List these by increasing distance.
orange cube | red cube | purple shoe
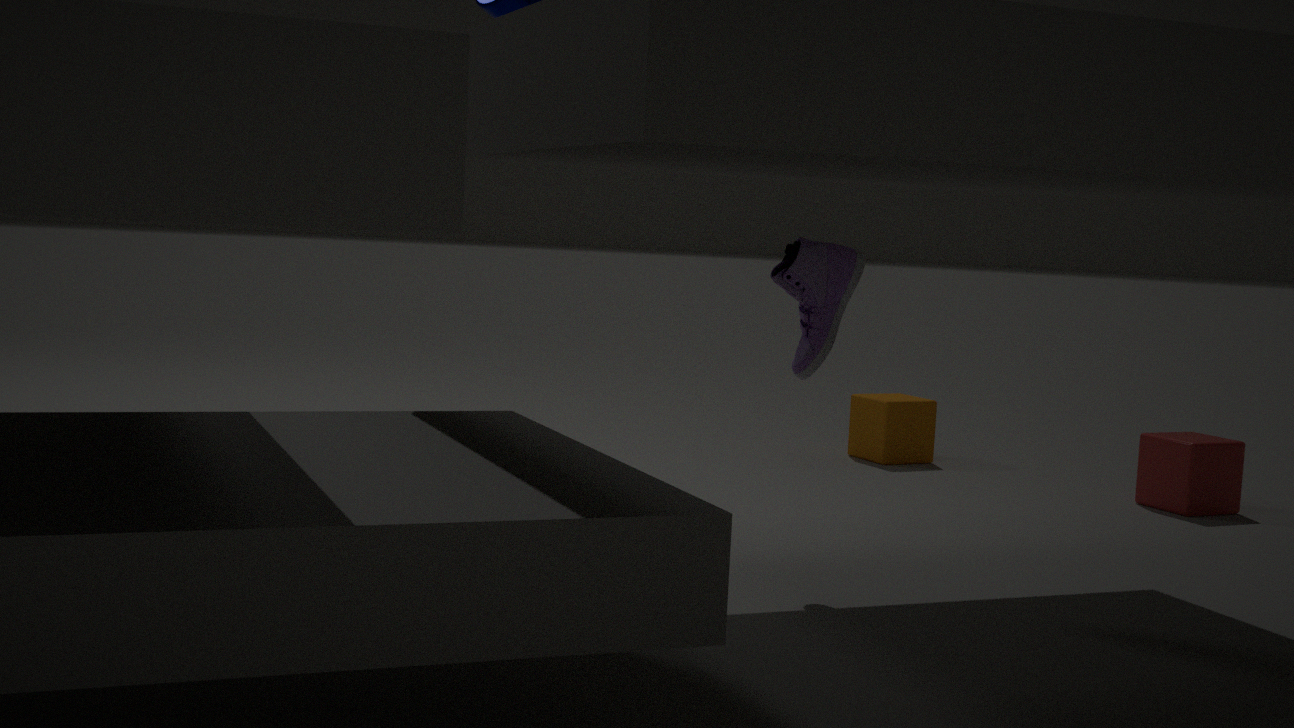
purple shoe
red cube
orange cube
